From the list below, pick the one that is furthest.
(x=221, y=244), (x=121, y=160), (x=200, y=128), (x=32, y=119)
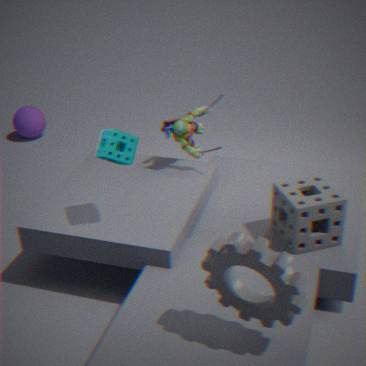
(x=32, y=119)
